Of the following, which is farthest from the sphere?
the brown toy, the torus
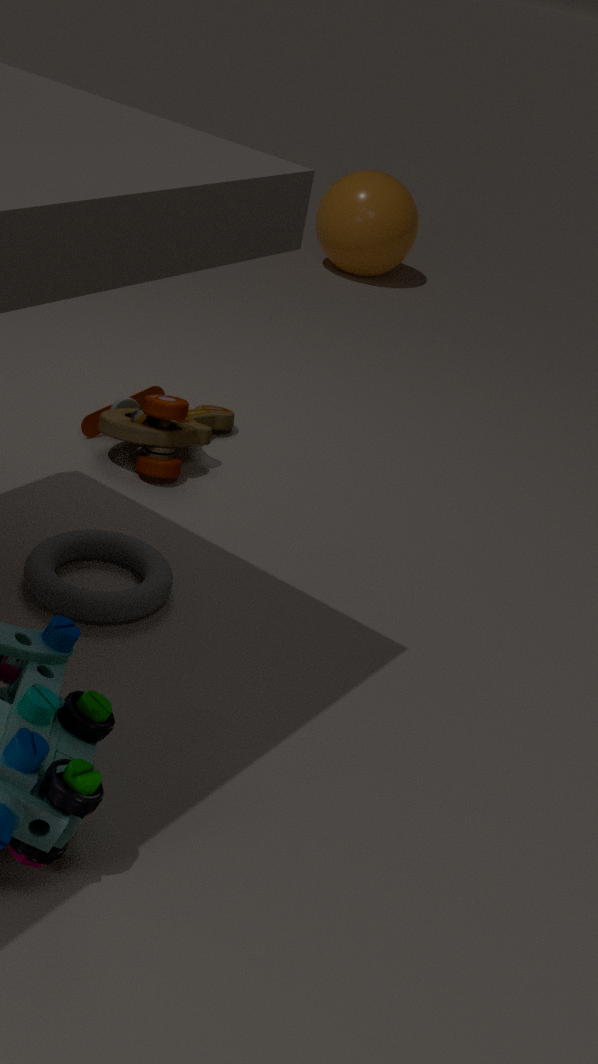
the torus
